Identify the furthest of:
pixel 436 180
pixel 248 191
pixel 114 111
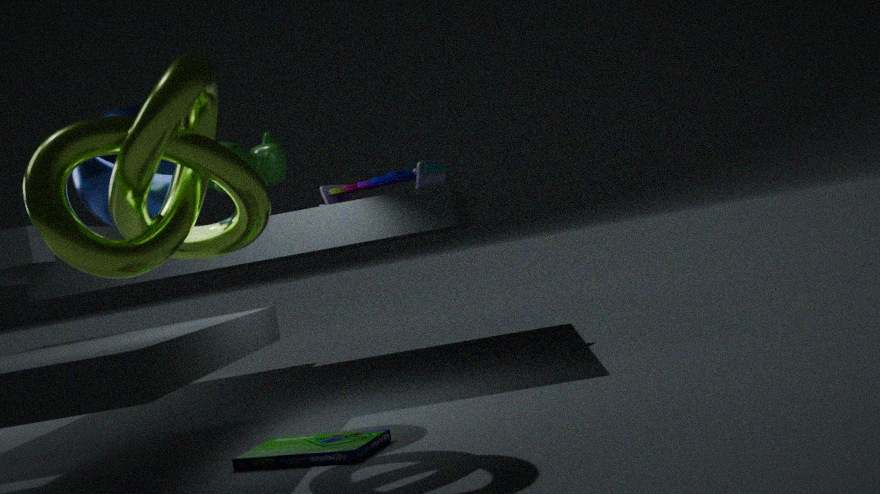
pixel 436 180
